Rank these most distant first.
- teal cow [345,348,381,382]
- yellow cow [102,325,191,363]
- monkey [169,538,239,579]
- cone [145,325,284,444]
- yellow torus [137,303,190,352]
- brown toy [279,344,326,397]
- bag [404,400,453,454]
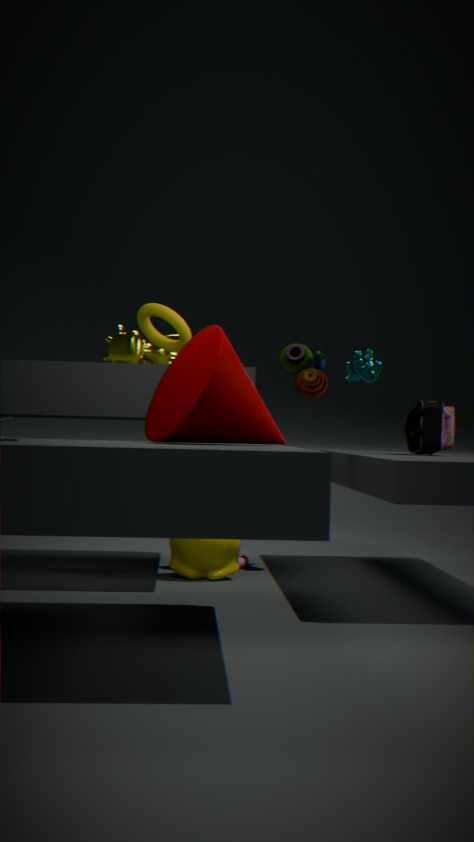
yellow cow [102,325,191,363] → teal cow [345,348,381,382] → brown toy [279,344,326,397] → bag [404,400,453,454] → monkey [169,538,239,579] → yellow torus [137,303,190,352] → cone [145,325,284,444]
